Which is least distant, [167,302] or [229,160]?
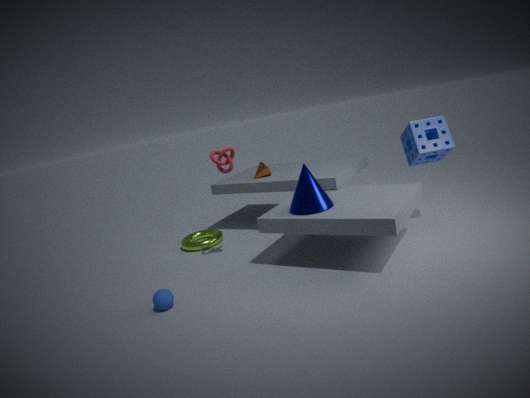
[167,302]
